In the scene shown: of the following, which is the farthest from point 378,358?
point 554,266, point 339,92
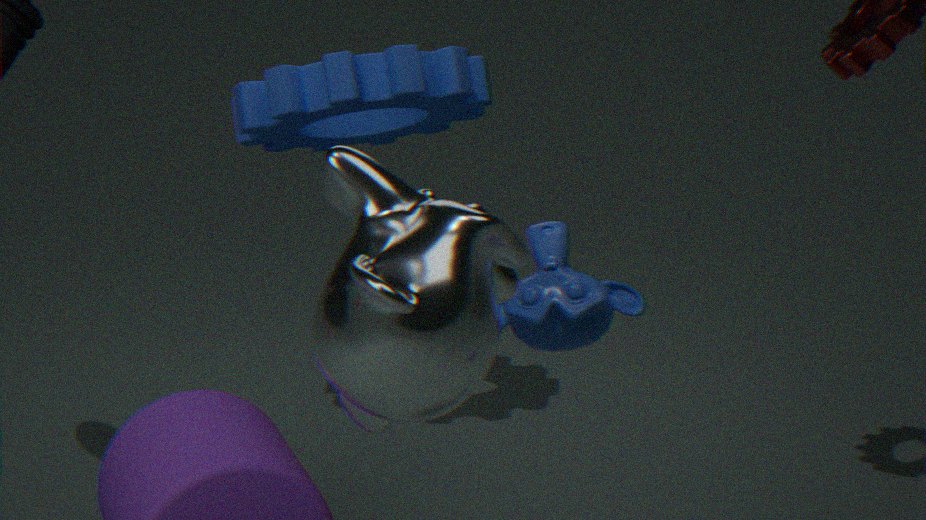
point 339,92
